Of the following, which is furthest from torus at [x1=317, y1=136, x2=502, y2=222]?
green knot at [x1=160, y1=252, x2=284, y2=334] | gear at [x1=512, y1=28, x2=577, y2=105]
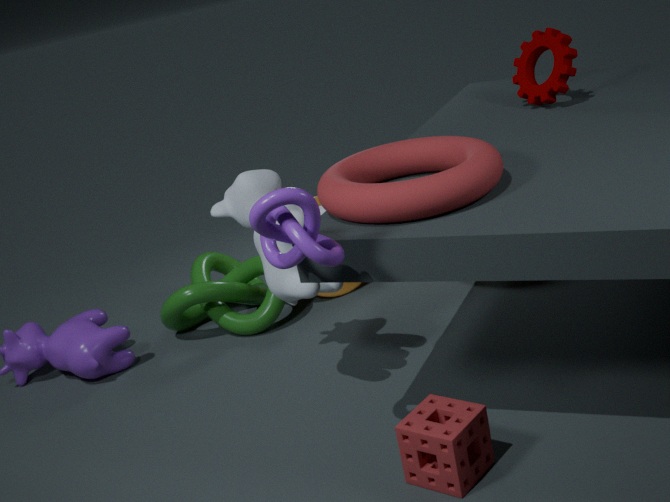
green knot at [x1=160, y1=252, x2=284, y2=334]
